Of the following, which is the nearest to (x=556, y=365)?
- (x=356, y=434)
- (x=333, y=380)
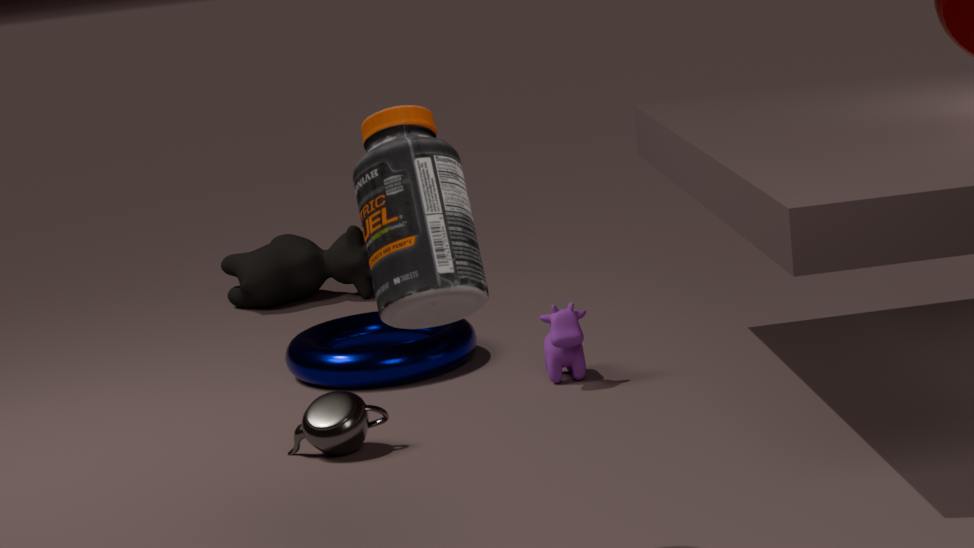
(x=333, y=380)
